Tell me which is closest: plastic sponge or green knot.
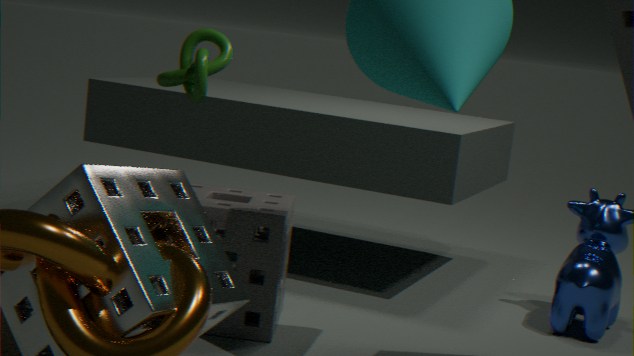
plastic sponge
